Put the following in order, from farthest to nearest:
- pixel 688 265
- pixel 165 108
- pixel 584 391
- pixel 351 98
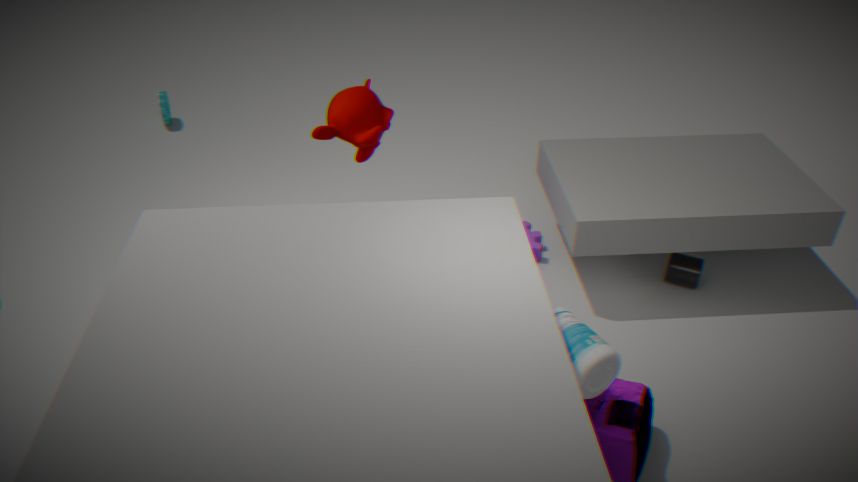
1. pixel 165 108
2. pixel 688 265
3. pixel 351 98
4. pixel 584 391
